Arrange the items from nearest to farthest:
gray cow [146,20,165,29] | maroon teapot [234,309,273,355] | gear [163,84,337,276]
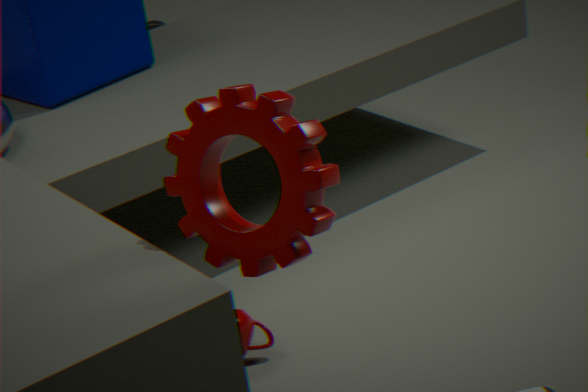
gear [163,84,337,276] < maroon teapot [234,309,273,355] < gray cow [146,20,165,29]
